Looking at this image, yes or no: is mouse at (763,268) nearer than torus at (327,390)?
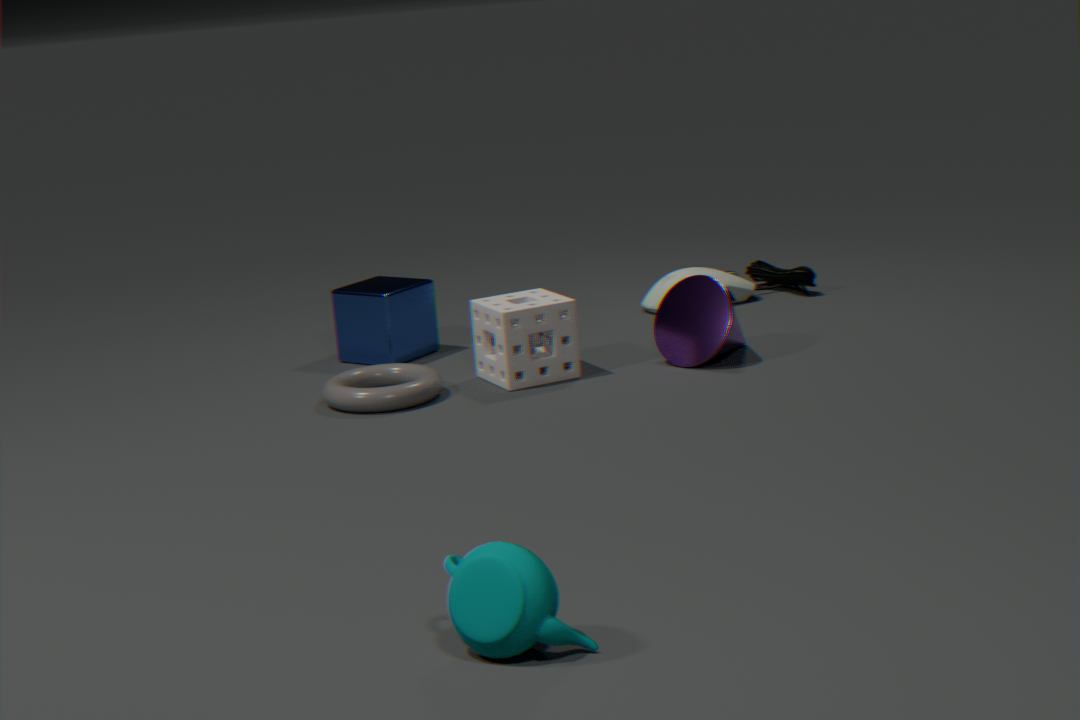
No
